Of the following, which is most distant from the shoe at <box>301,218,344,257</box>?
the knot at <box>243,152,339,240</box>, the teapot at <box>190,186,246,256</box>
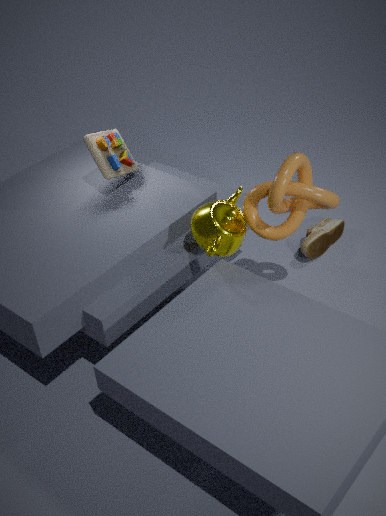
the teapot at <box>190,186,246,256</box>
